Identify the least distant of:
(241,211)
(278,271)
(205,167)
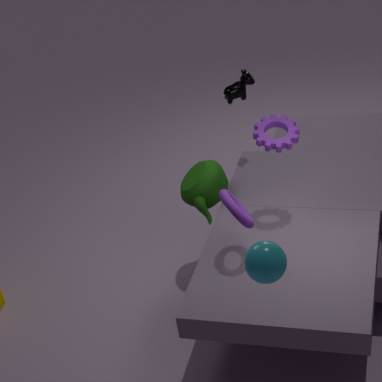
(278,271)
